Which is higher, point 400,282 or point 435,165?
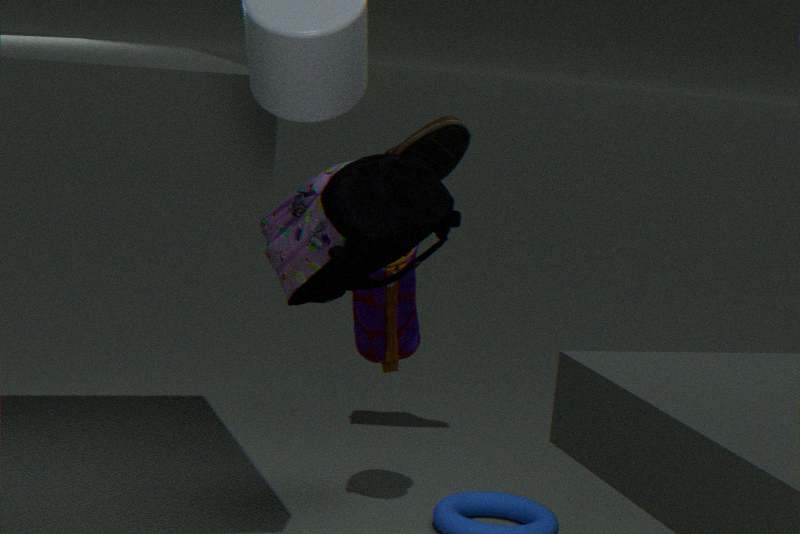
point 435,165
